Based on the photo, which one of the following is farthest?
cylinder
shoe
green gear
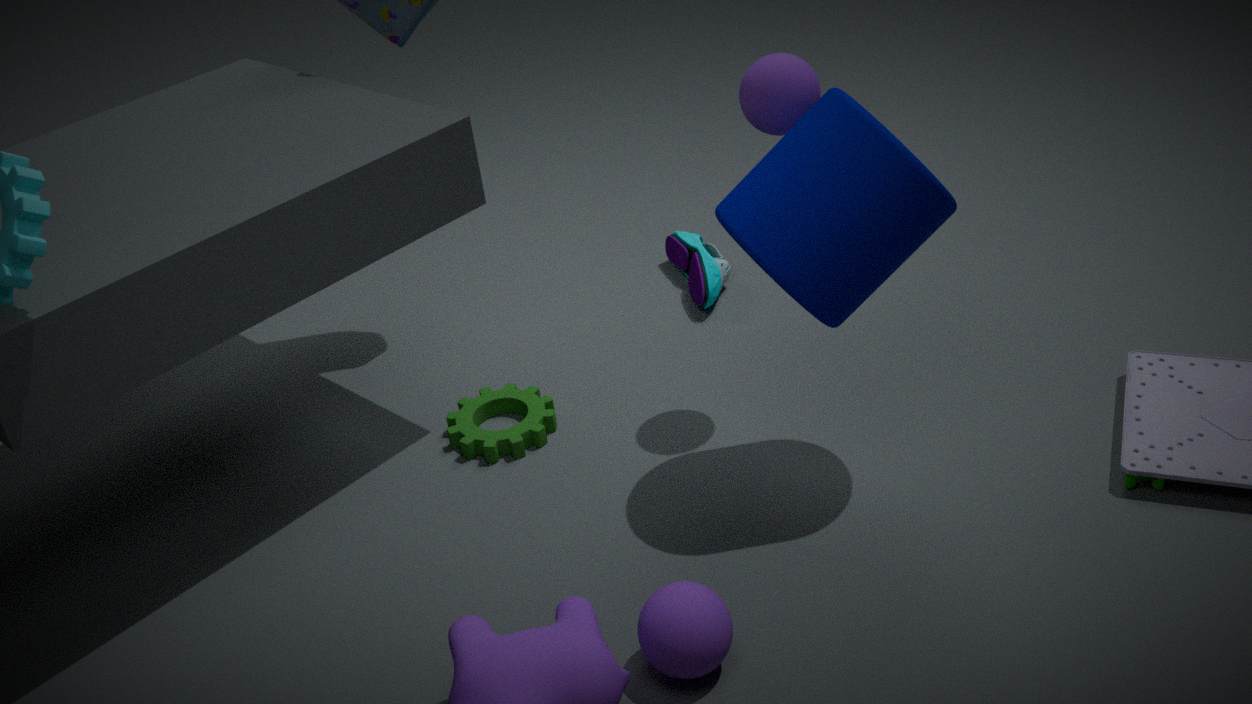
shoe
